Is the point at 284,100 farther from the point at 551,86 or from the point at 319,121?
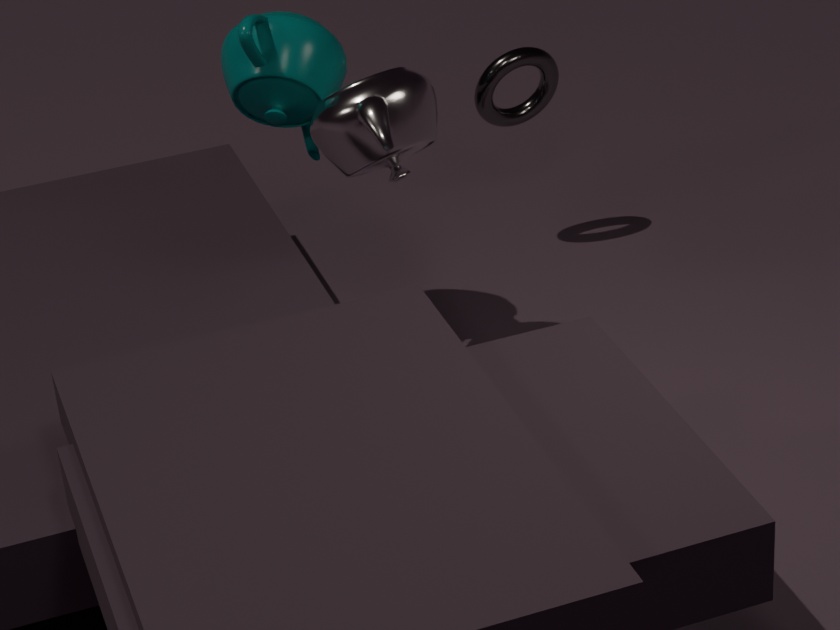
the point at 551,86
